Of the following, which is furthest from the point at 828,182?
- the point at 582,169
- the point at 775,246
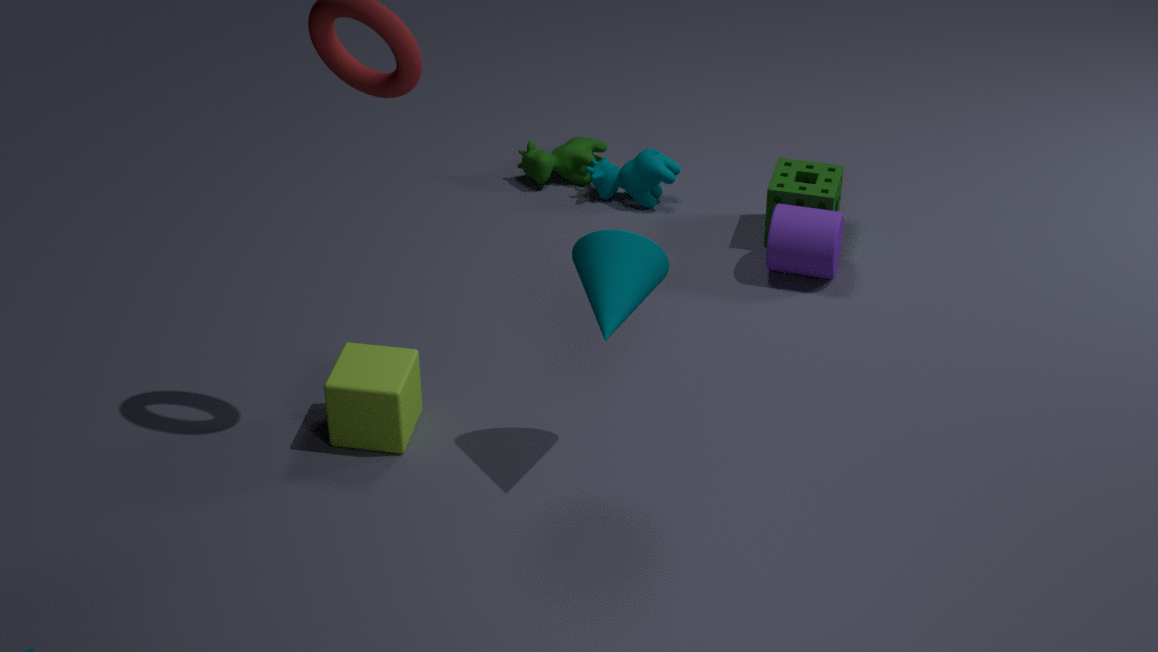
the point at 582,169
